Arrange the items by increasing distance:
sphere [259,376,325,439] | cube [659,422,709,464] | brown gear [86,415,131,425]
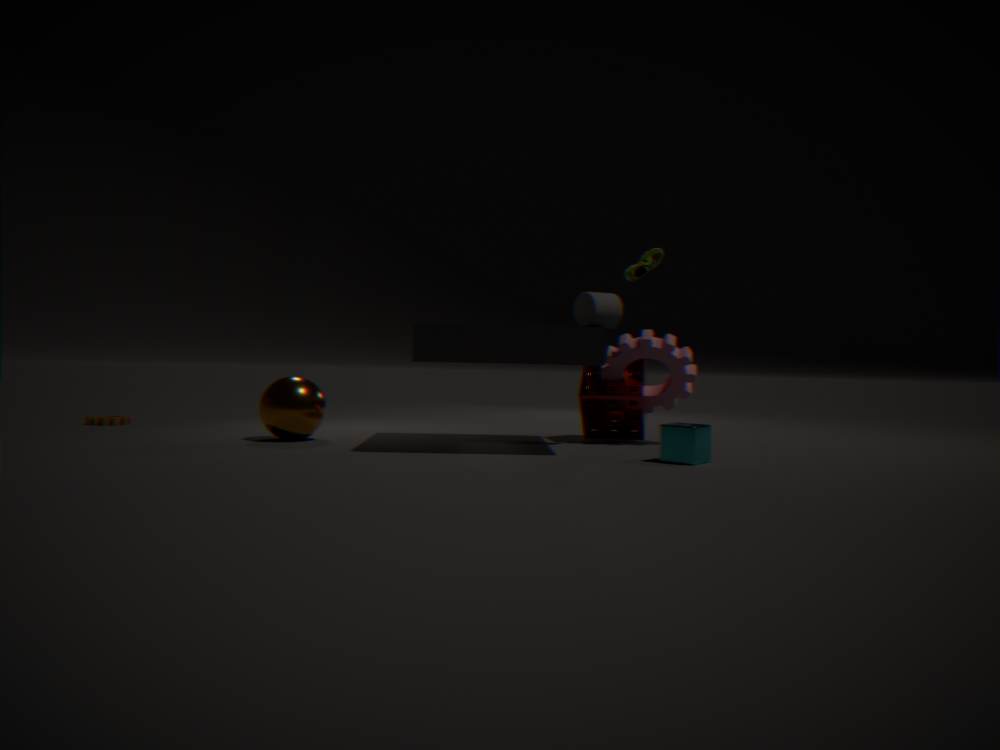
cube [659,422,709,464] → sphere [259,376,325,439] → brown gear [86,415,131,425]
